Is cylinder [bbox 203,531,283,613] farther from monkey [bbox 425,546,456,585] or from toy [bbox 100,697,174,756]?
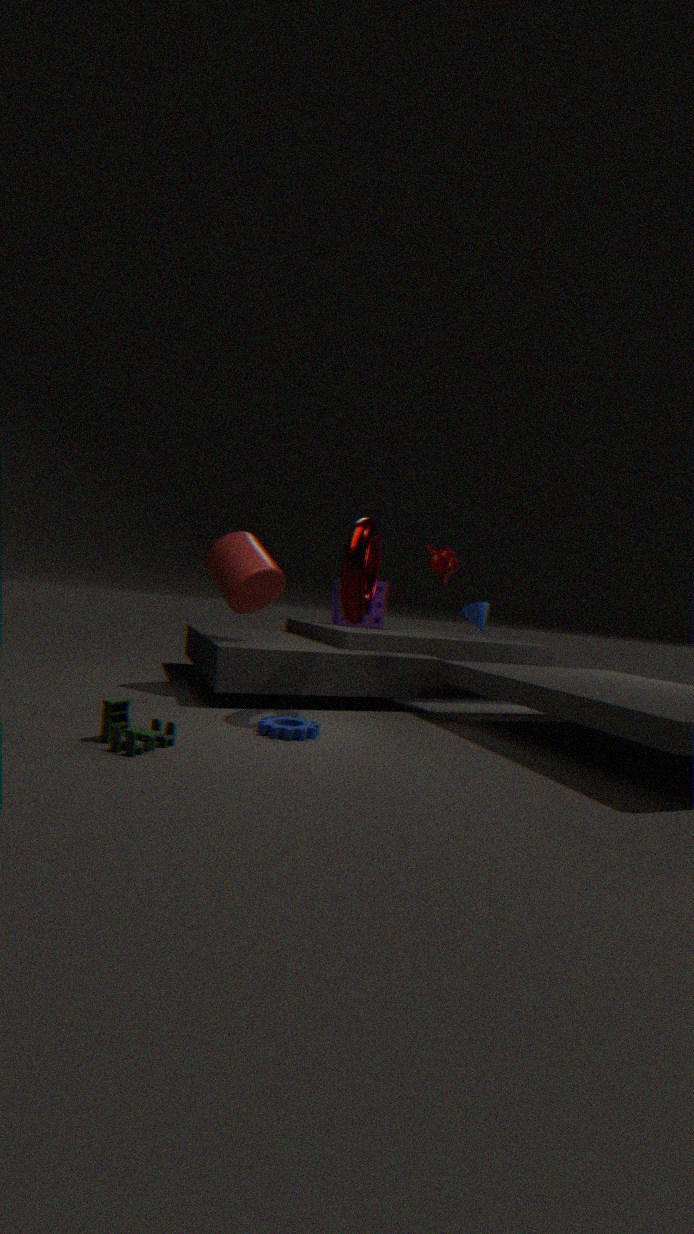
toy [bbox 100,697,174,756]
